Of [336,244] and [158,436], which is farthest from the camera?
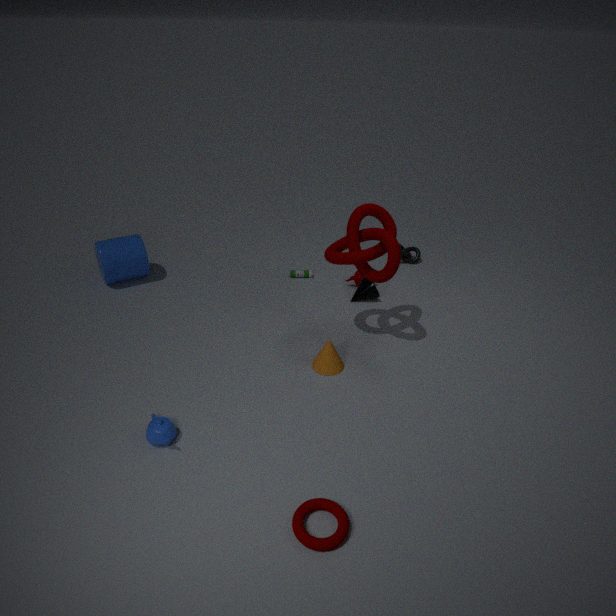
[336,244]
